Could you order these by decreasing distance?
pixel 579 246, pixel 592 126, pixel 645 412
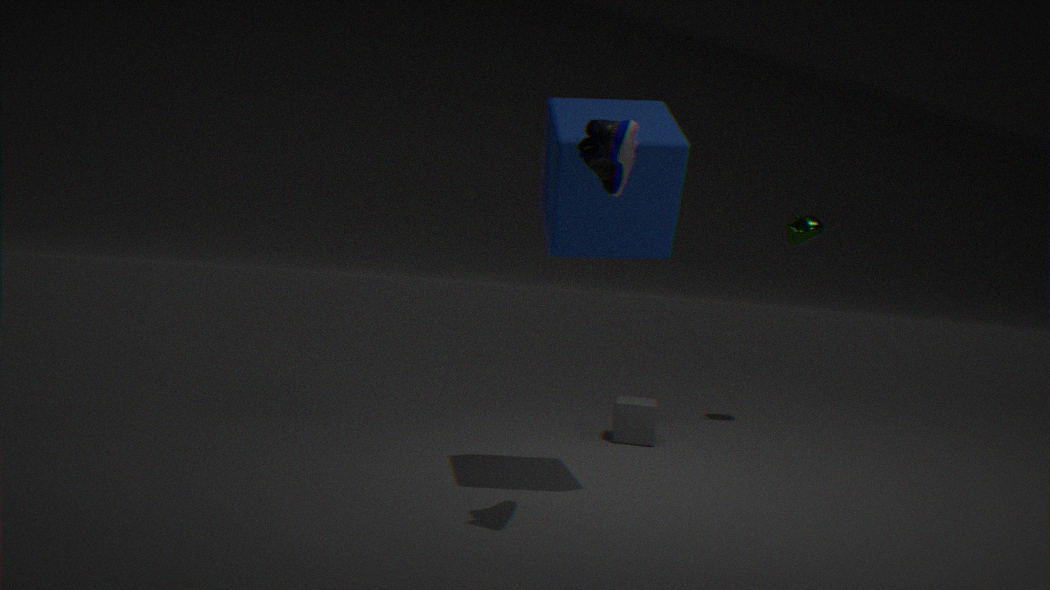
1. pixel 645 412
2. pixel 579 246
3. pixel 592 126
